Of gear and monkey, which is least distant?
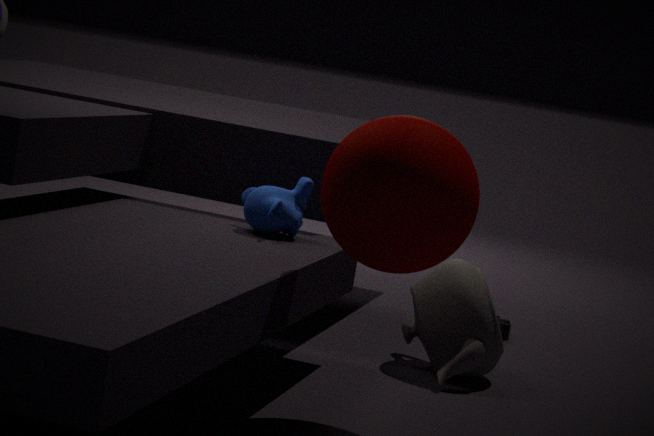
monkey
